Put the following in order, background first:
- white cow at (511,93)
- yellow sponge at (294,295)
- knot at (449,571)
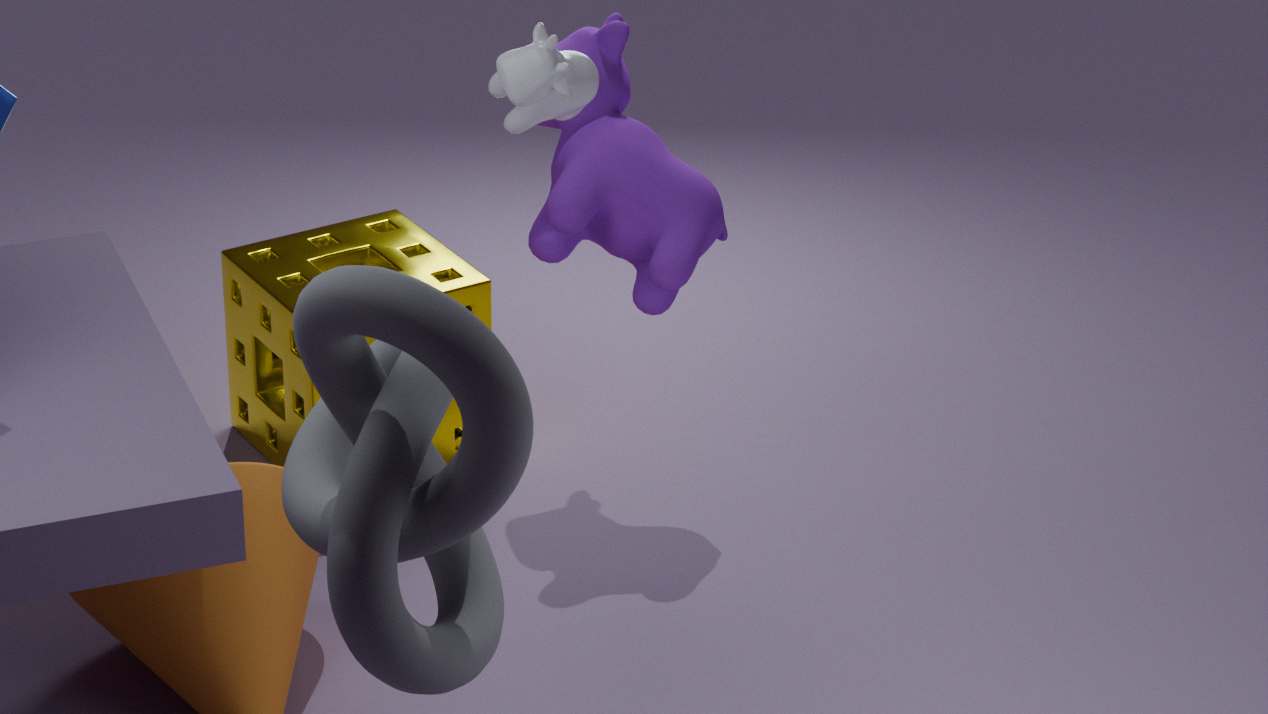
yellow sponge at (294,295) → white cow at (511,93) → knot at (449,571)
